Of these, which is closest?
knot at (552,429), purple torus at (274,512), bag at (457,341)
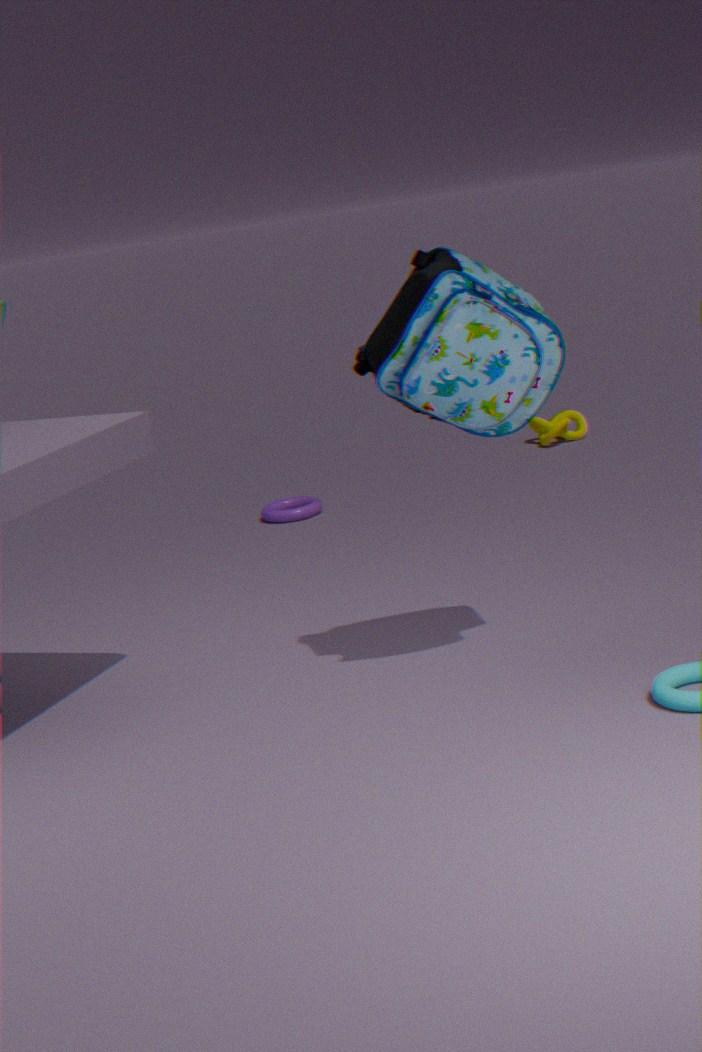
bag at (457,341)
